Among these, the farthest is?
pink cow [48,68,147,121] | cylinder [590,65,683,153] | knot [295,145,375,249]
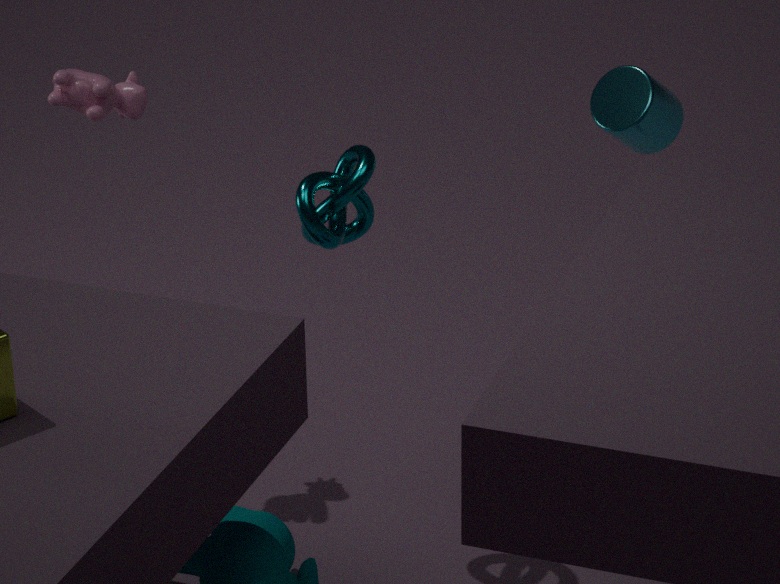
cylinder [590,65,683,153]
